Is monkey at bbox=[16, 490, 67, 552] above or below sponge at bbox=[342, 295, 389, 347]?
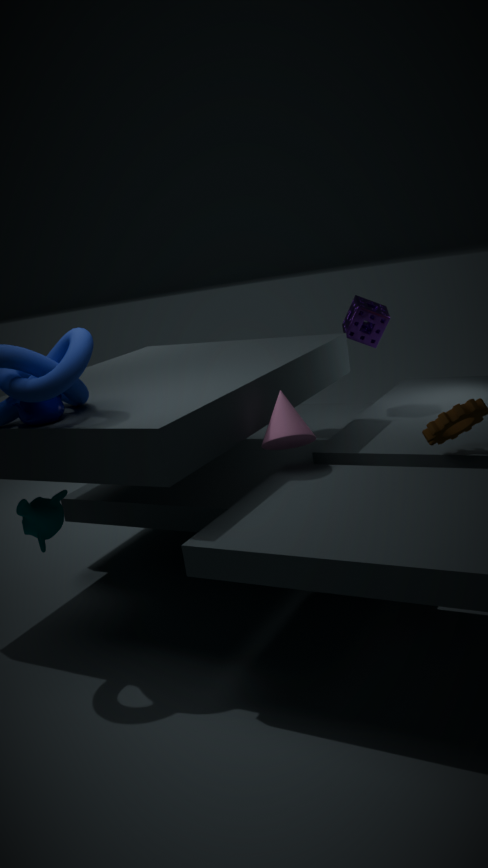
below
